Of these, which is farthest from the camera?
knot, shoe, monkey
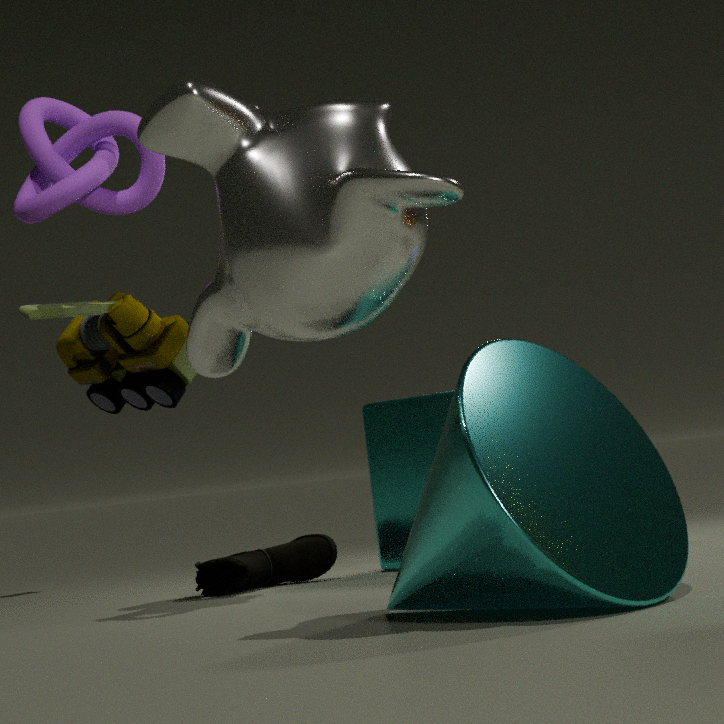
shoe
